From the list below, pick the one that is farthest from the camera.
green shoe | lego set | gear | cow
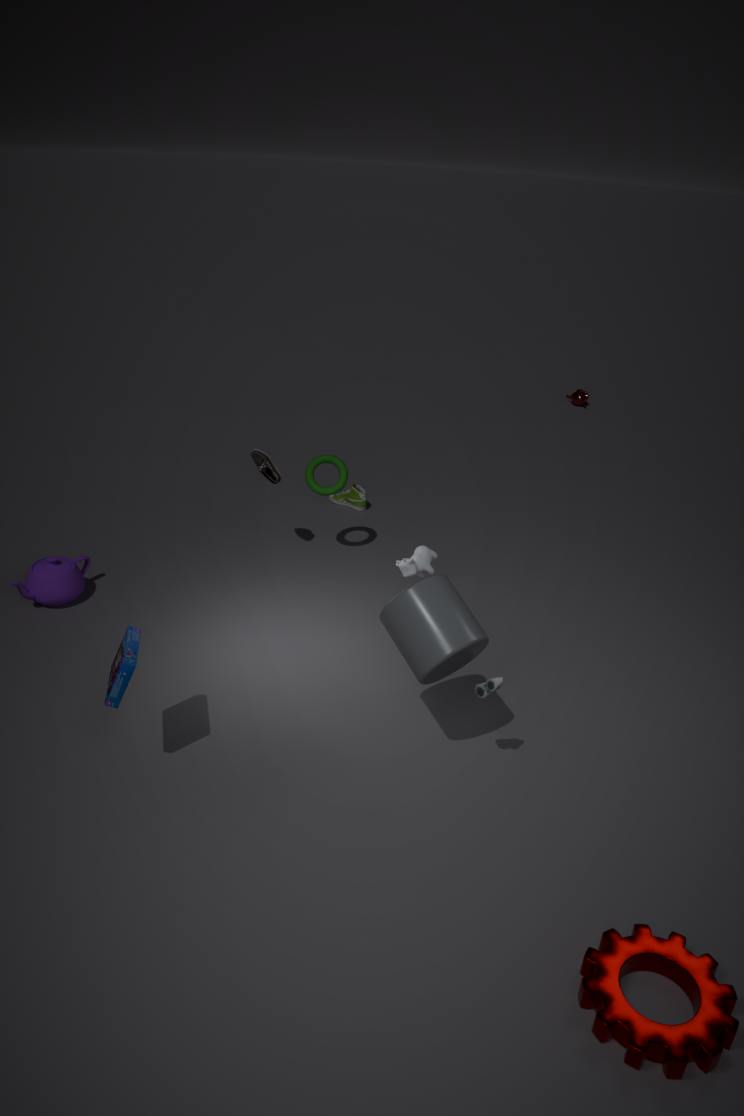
green shoe
